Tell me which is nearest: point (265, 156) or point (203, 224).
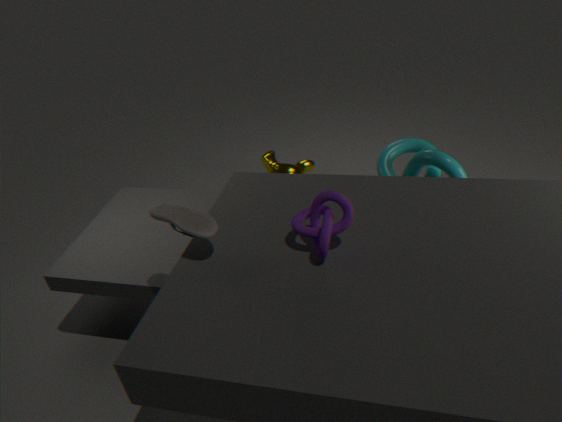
point (203, 224)
